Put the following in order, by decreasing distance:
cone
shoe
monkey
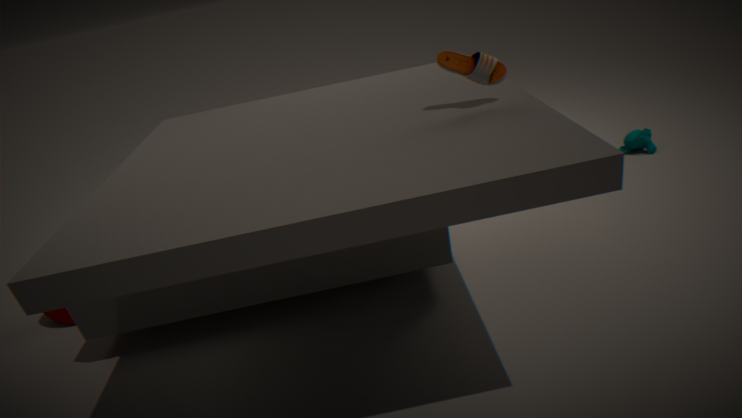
monkey, cone, shoe
